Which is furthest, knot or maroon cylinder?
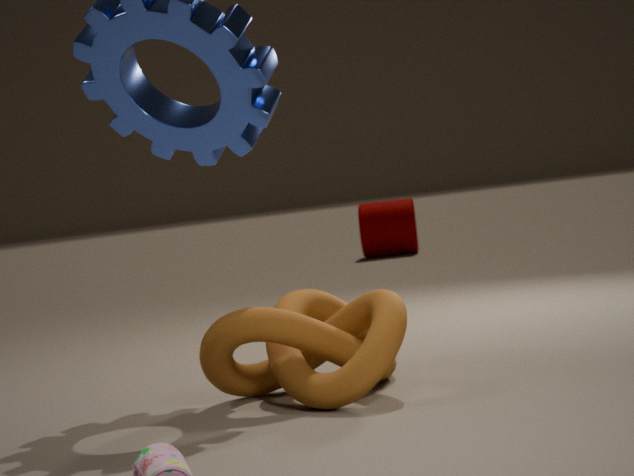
maroon cylinder
